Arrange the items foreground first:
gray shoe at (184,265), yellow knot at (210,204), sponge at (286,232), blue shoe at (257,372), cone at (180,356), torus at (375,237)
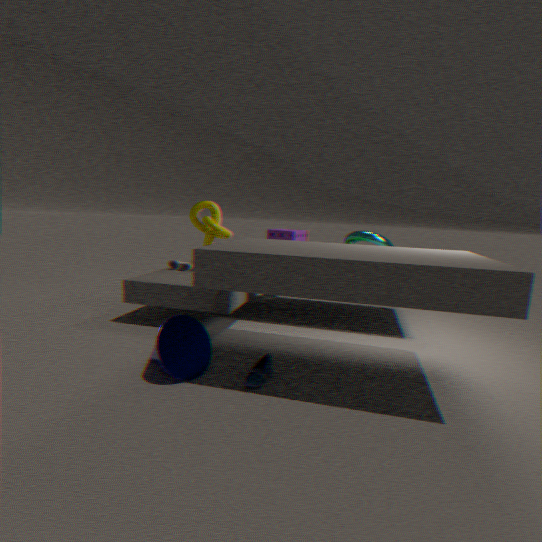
blue shoe at (257,372), cone at (180,356), torus at (375,237), yellow knot at (210,204), gray shoe at (184,265), sponge at (286,232)
